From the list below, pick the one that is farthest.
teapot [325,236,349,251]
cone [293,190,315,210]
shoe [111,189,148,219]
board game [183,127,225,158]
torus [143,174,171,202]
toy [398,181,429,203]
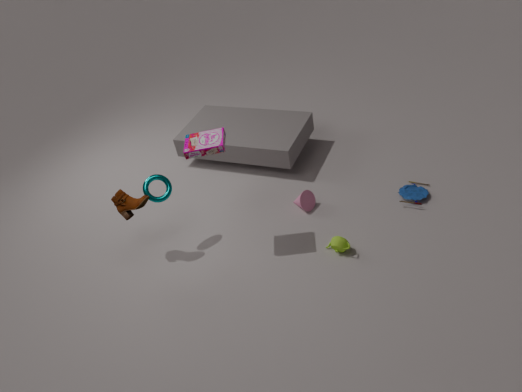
cone [293,190,315,210]
